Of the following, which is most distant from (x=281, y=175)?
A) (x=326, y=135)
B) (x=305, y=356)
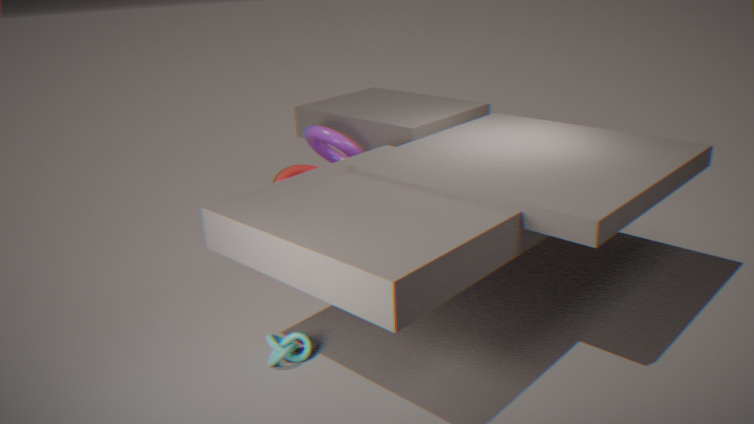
(x=305, y=356)
